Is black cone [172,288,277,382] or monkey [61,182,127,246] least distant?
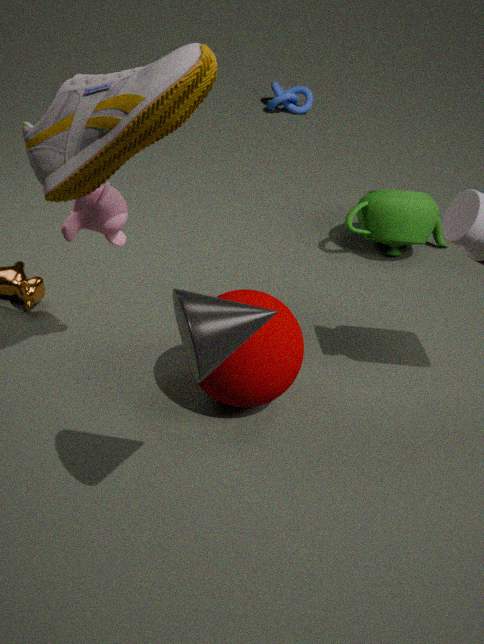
black cone [172,288,277,382]
